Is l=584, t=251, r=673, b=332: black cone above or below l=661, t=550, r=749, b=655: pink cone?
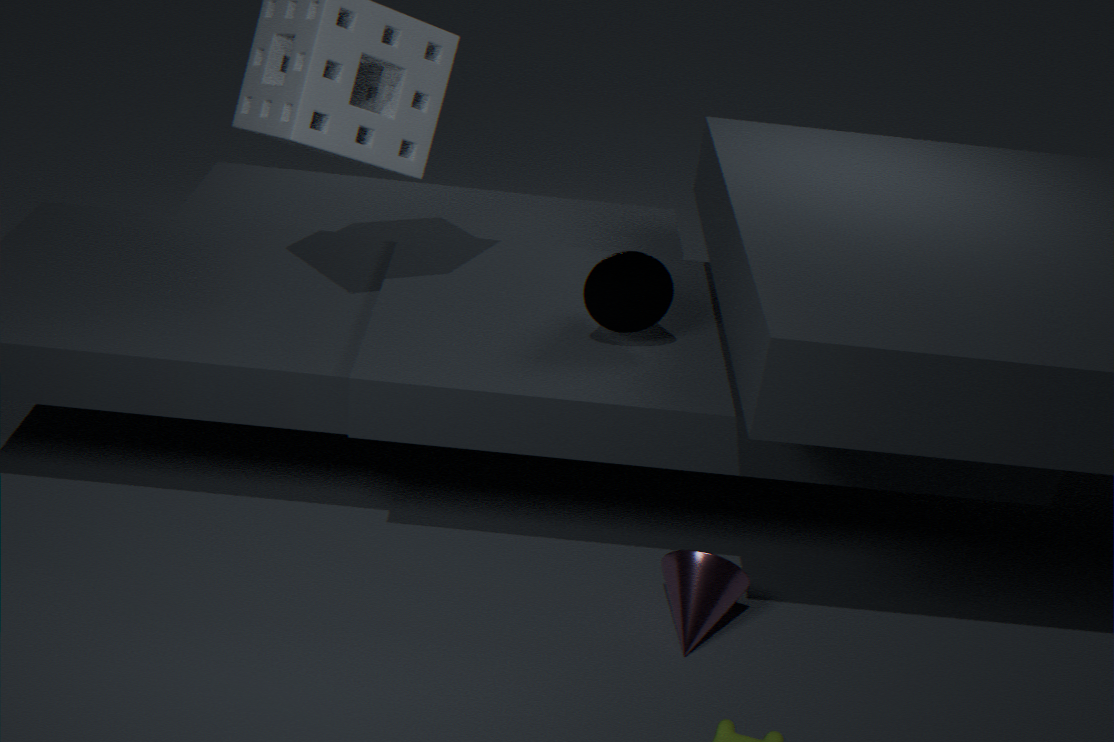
above
